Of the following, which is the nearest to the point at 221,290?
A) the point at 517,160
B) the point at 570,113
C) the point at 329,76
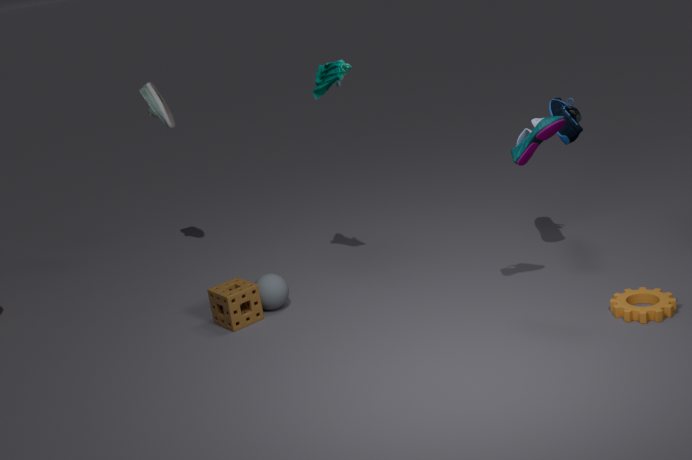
the point at 329,76
